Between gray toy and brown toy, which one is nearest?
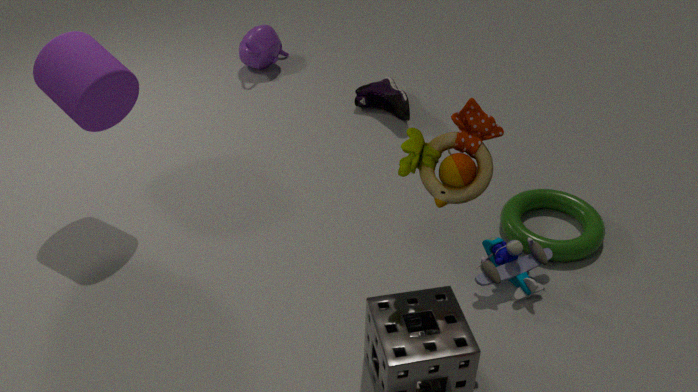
brown toy
